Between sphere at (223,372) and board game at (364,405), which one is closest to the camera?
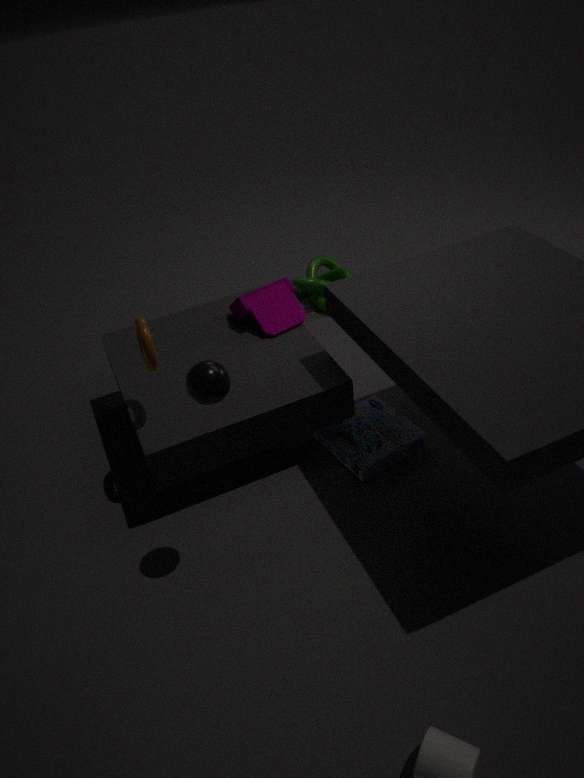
sphere at (223,372)
